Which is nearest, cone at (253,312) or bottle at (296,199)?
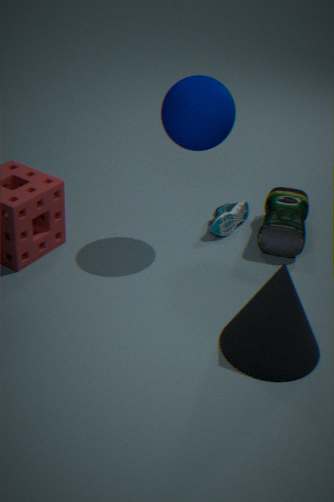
cone at (253,312)
